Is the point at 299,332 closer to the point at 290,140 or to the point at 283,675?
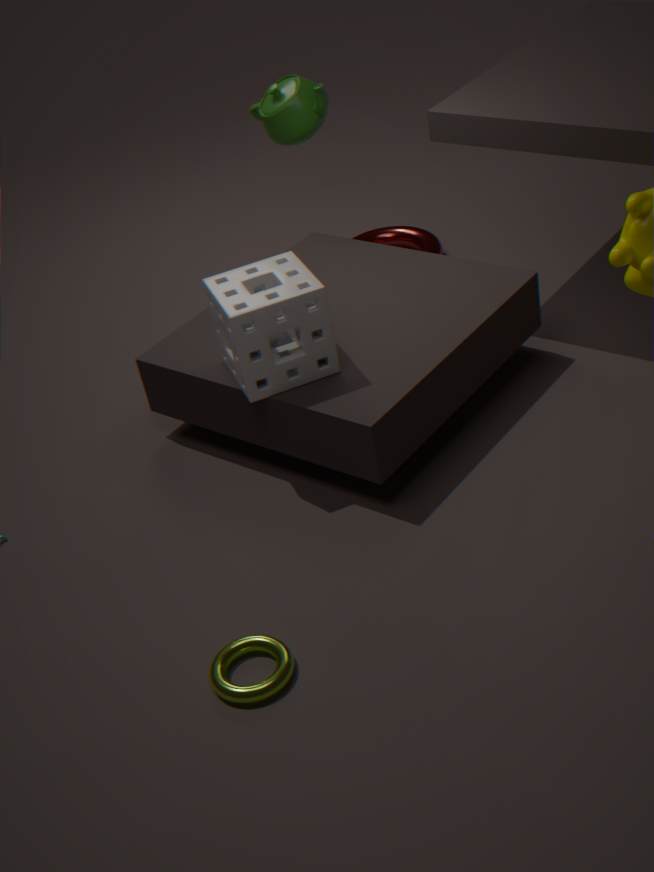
the point at 283,675
